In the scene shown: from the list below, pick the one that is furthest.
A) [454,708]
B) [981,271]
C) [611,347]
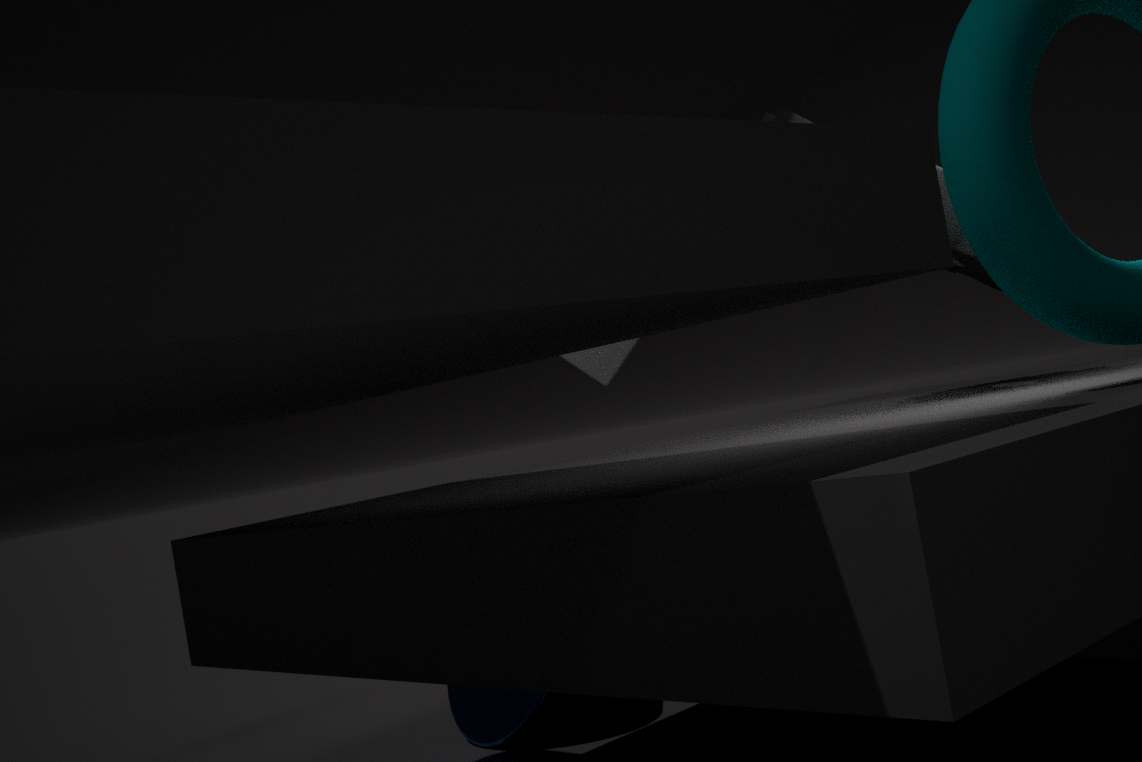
[611,347]
